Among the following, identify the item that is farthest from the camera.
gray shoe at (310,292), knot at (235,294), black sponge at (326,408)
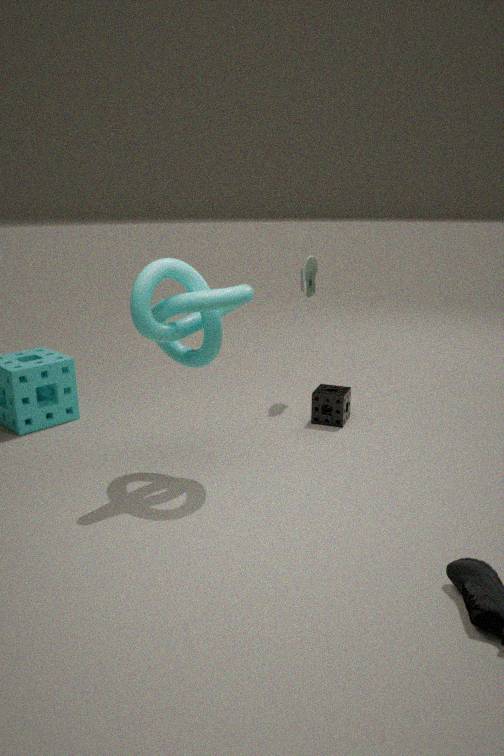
gray shoe at (310,292)
